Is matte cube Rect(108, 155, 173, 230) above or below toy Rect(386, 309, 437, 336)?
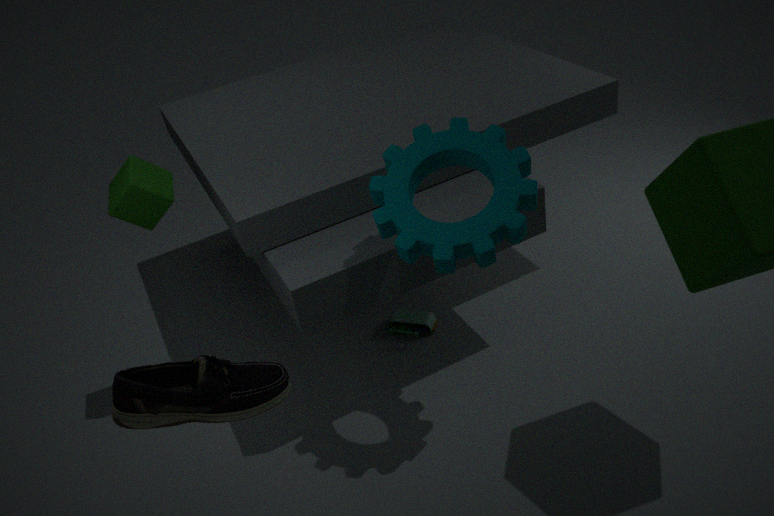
above
